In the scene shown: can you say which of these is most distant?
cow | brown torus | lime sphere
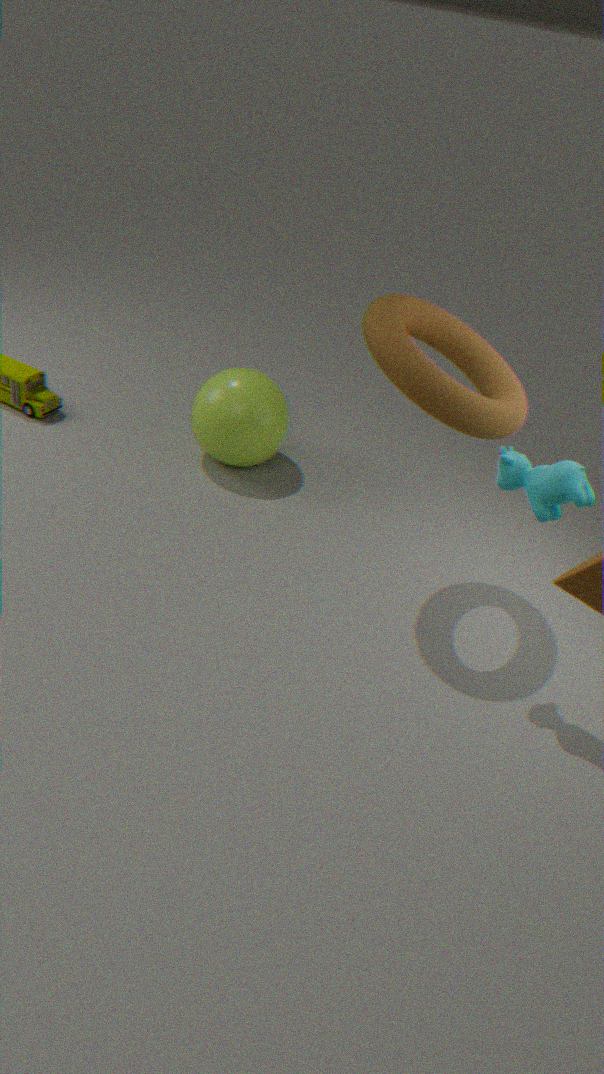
lime sphere
